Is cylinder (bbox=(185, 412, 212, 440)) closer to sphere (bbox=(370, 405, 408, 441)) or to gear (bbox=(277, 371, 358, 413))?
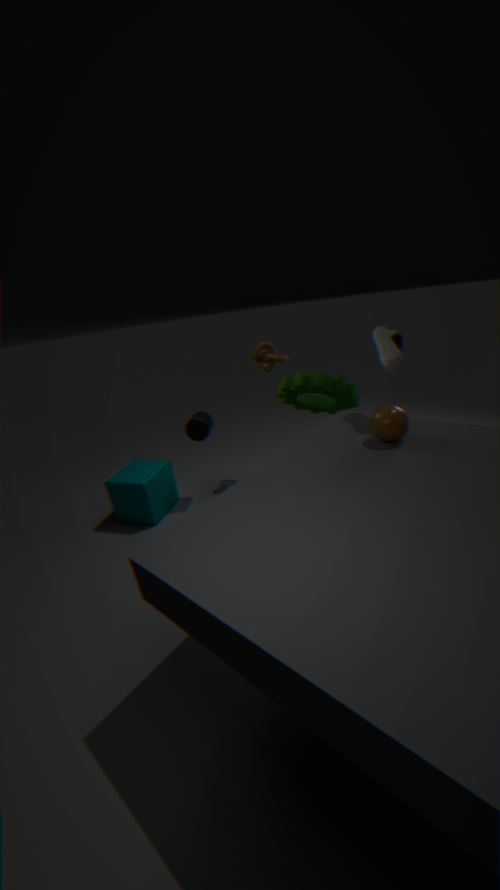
gear (bbox=(277, 371, 358, 413))
